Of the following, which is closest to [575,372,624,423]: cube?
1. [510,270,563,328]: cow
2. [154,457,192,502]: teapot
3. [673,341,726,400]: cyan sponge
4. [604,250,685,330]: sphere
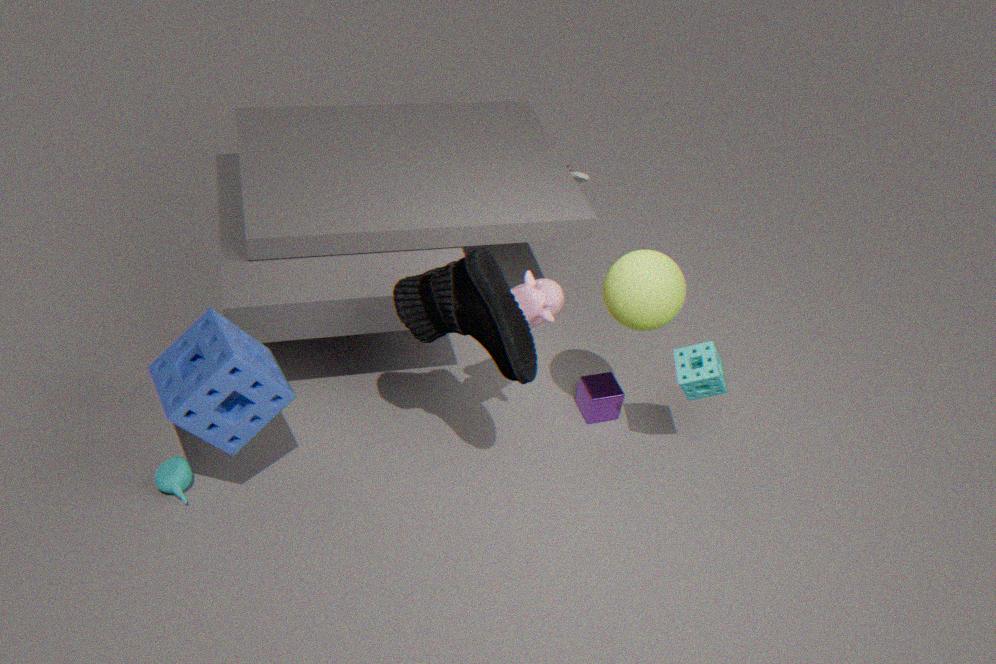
[673,341,726,400]: cyan sponge
